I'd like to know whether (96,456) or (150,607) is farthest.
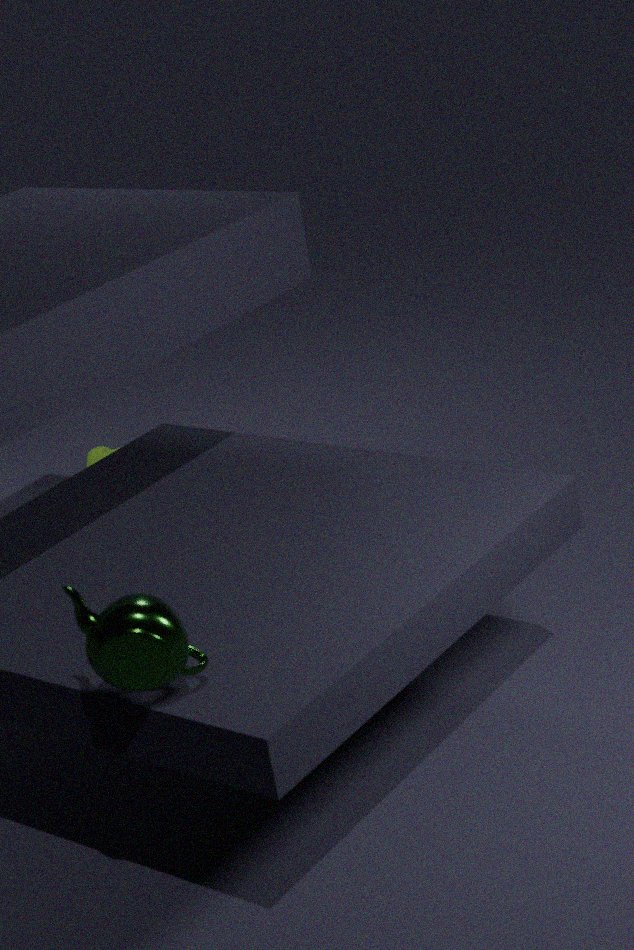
(96,456)
